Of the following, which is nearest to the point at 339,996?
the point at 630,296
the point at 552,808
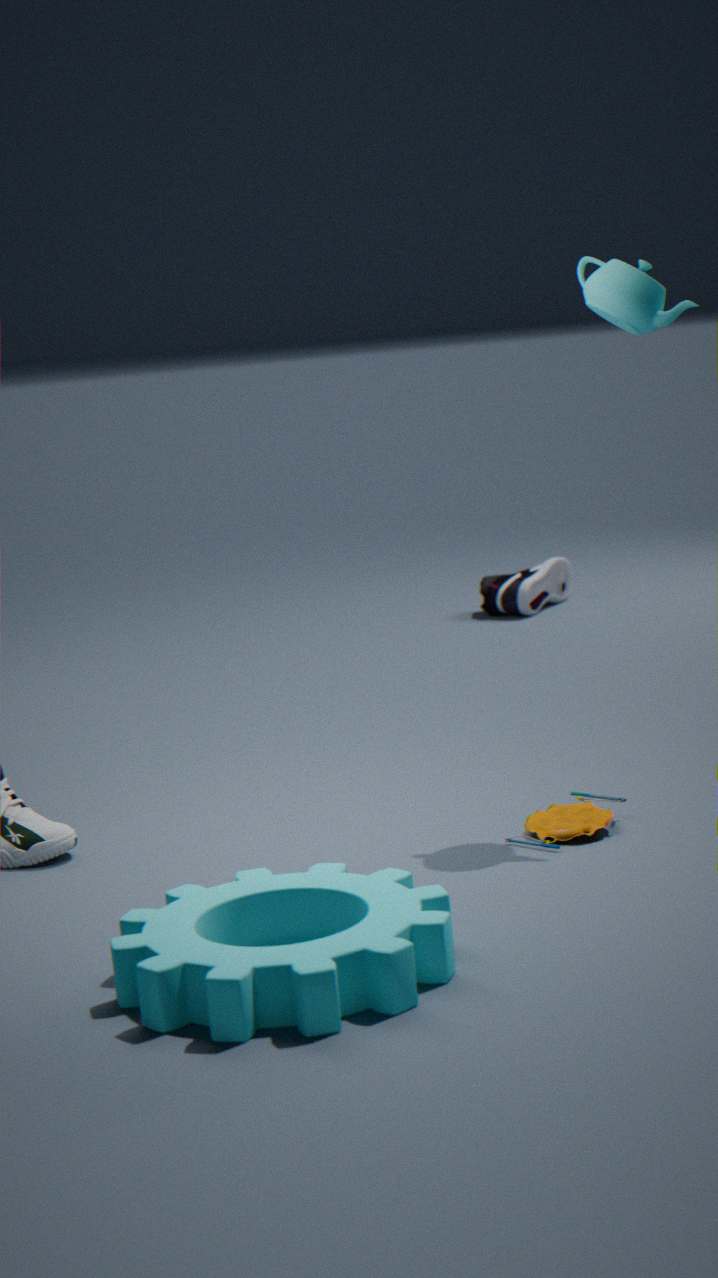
the point at 552,808
